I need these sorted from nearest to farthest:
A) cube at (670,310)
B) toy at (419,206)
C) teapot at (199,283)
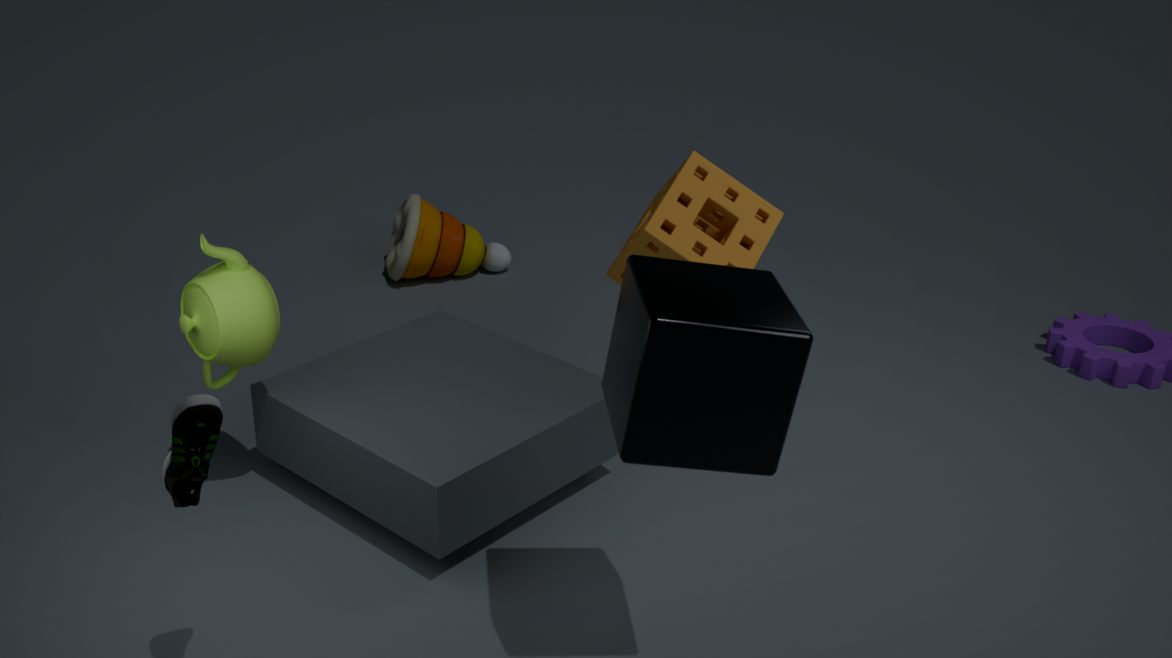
cube at (670,310) < teapot at (199,283) < toy at (419,206)
